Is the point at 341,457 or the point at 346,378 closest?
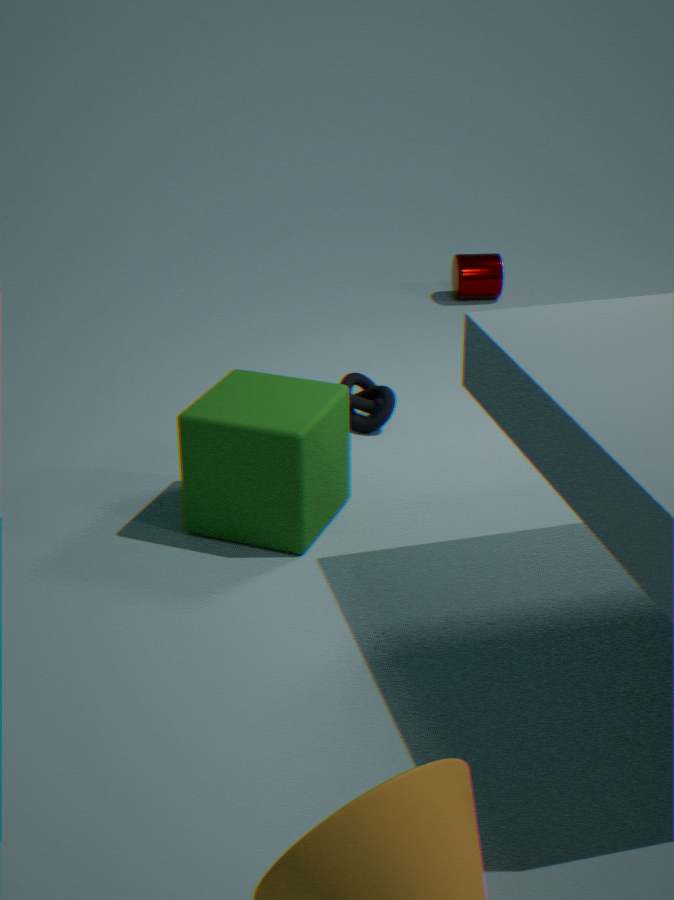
the point at 341,457
